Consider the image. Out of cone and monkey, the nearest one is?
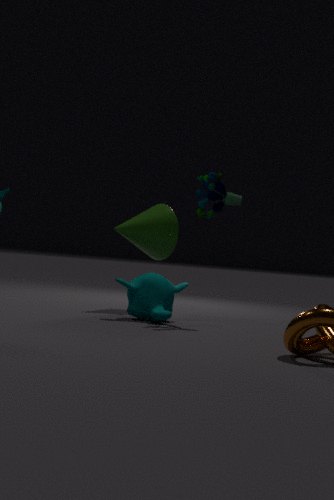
monkey
